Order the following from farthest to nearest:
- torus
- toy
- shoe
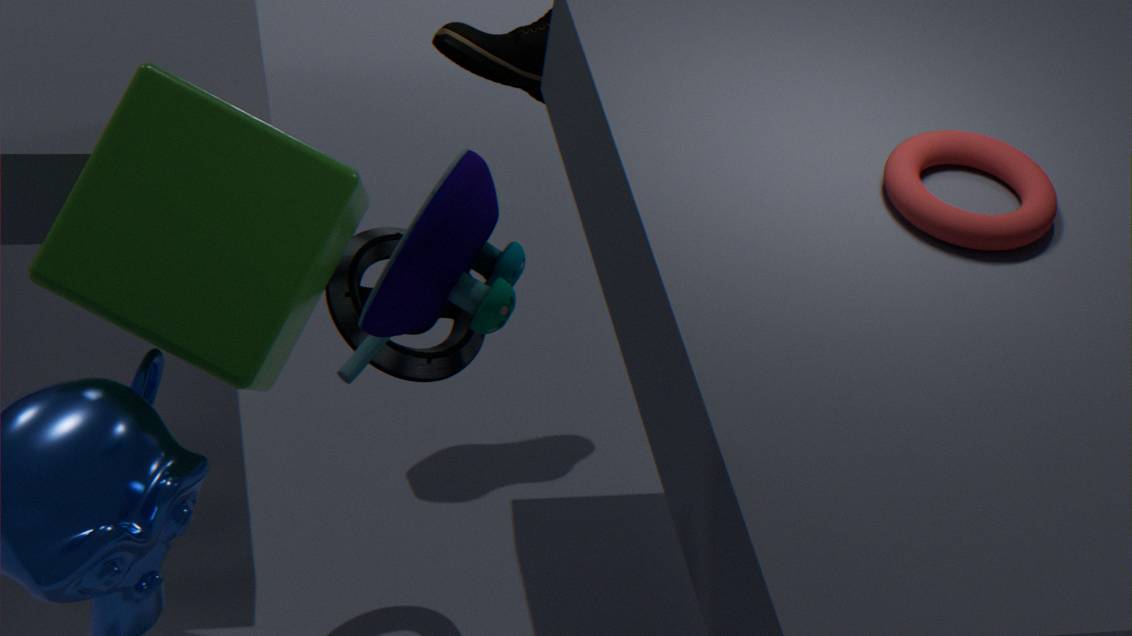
shoe
torus
toy
